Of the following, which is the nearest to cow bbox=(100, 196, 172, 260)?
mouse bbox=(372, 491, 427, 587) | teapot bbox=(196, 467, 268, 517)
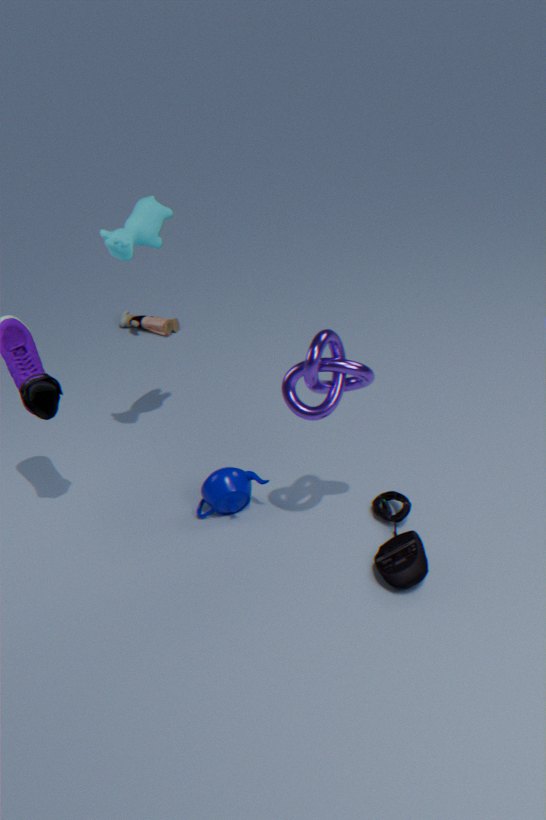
teapot bbox=(196, 467, 268, 517)
